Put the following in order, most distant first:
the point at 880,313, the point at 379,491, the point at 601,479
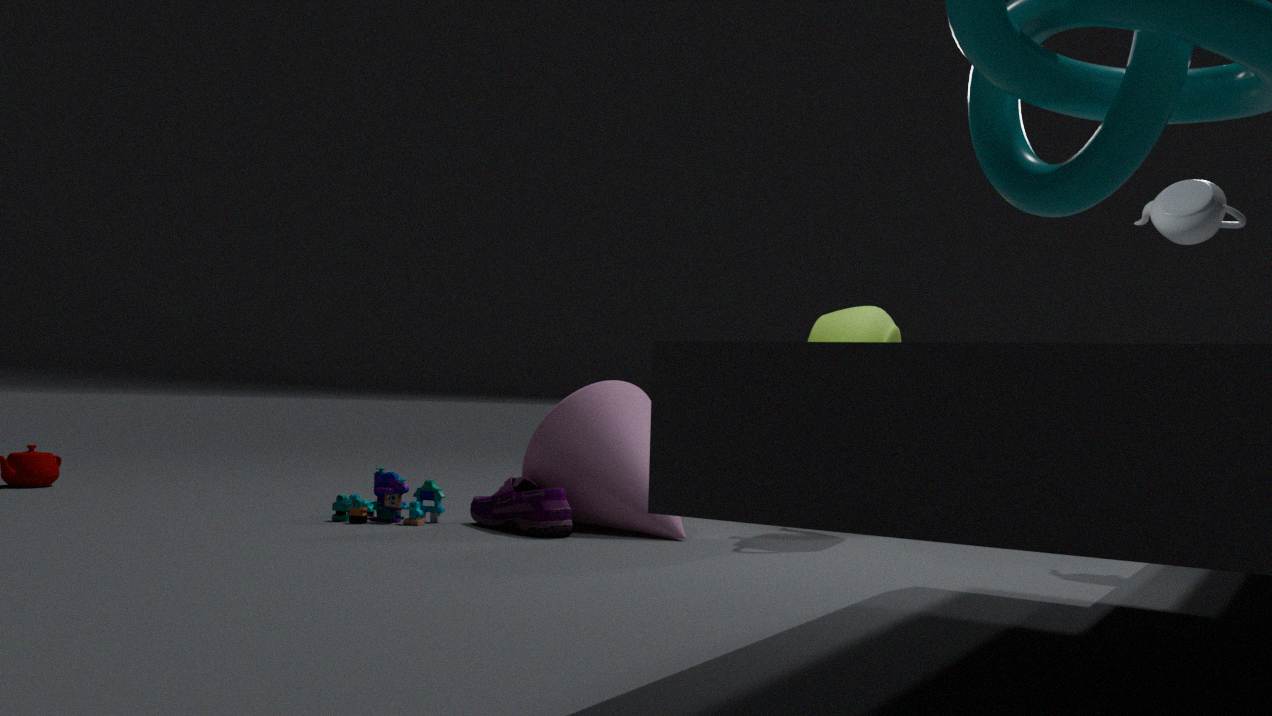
1. the point at 379,491
2. the point at 880,313
3. the point at 601,479
